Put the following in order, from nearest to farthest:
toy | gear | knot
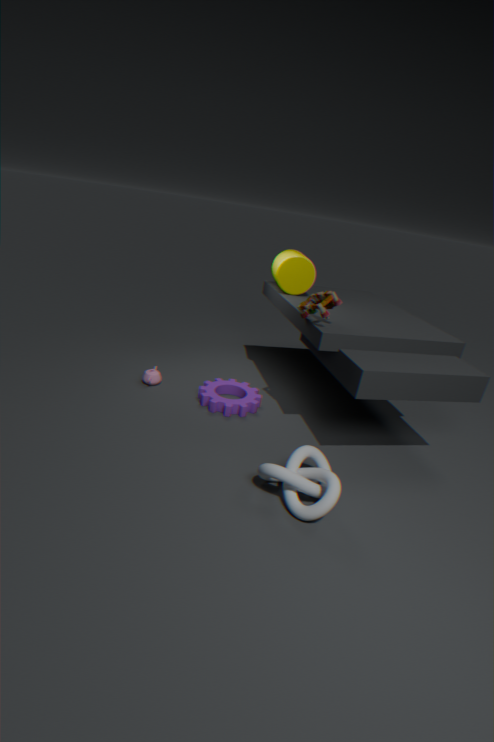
knot → toy → gear
